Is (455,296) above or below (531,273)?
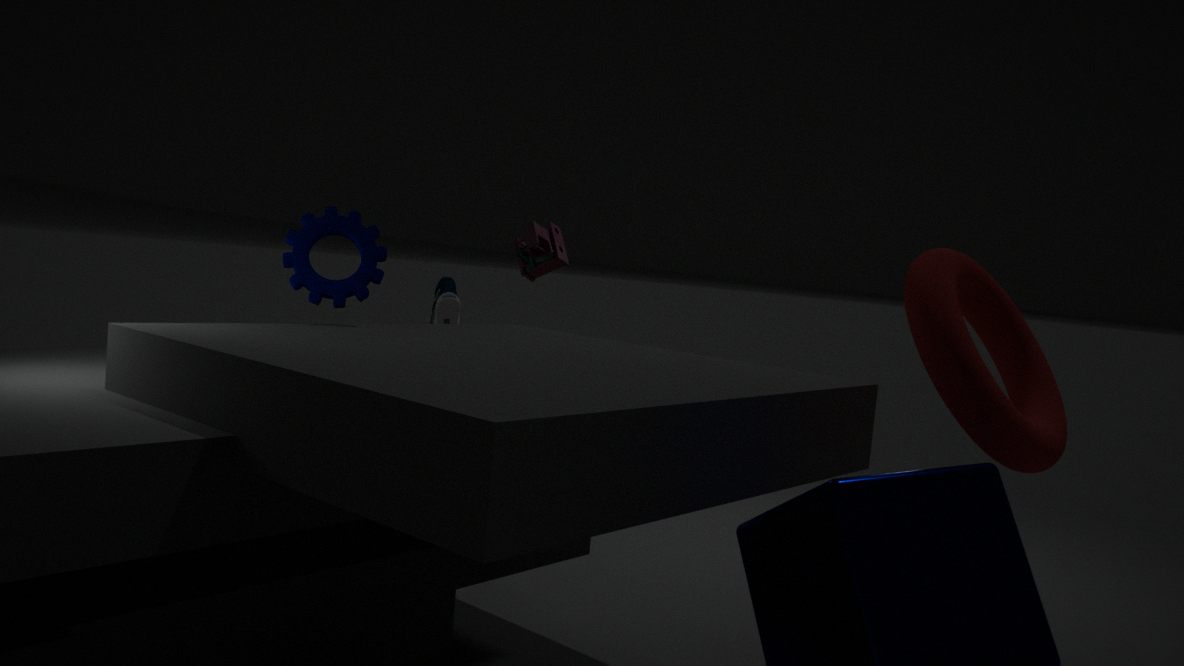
below
